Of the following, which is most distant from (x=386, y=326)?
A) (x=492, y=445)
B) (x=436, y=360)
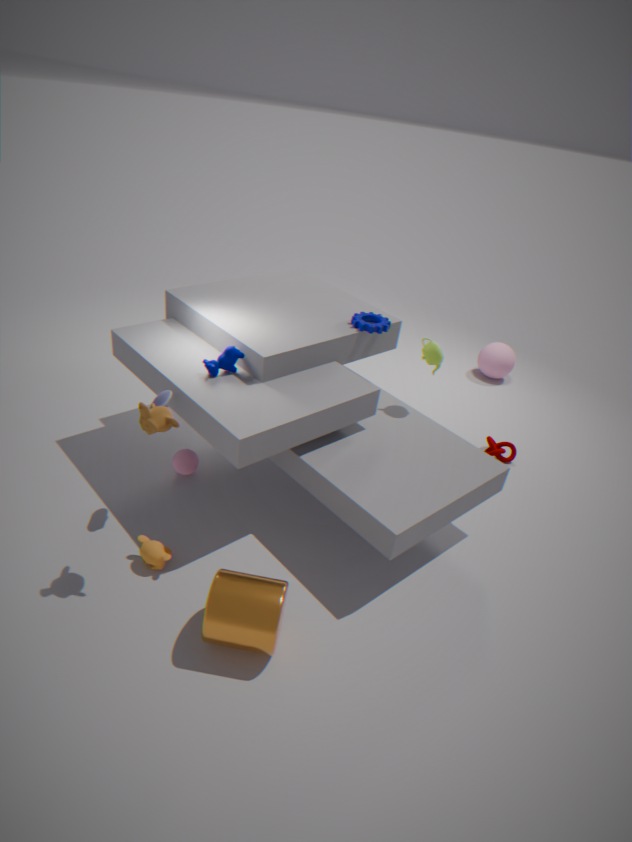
(x=492, y=445)
